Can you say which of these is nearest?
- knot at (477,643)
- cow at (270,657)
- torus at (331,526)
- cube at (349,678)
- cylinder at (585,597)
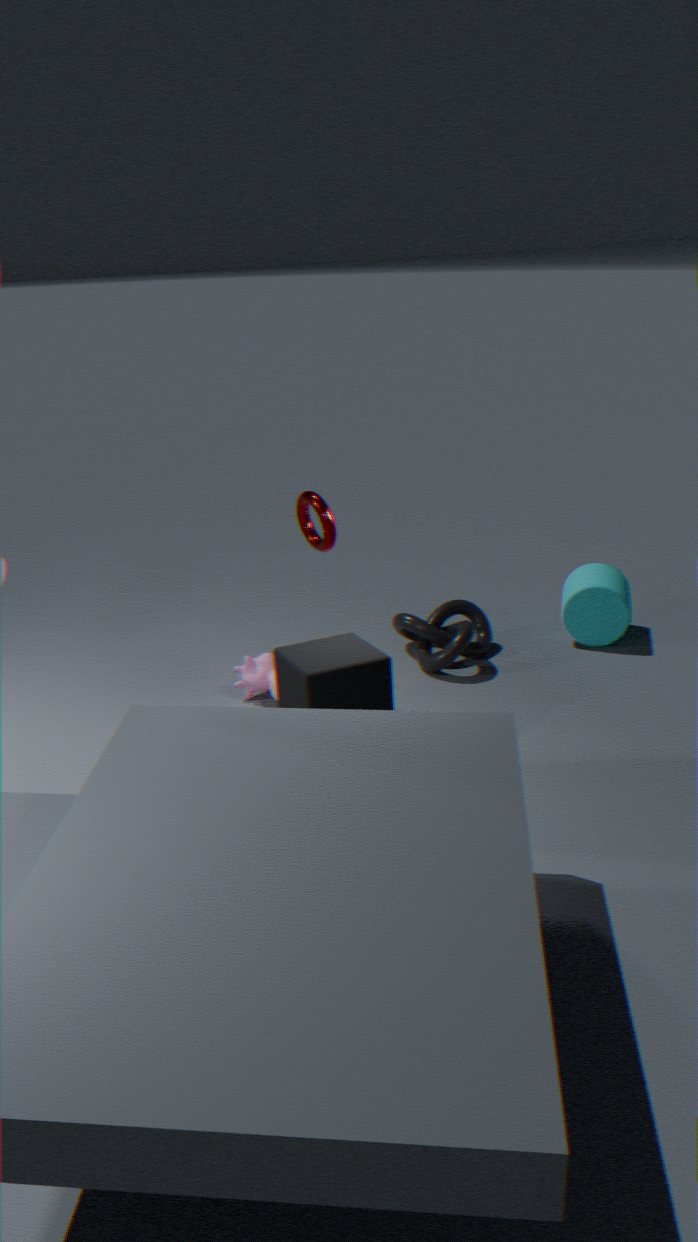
cube at (349,678)
